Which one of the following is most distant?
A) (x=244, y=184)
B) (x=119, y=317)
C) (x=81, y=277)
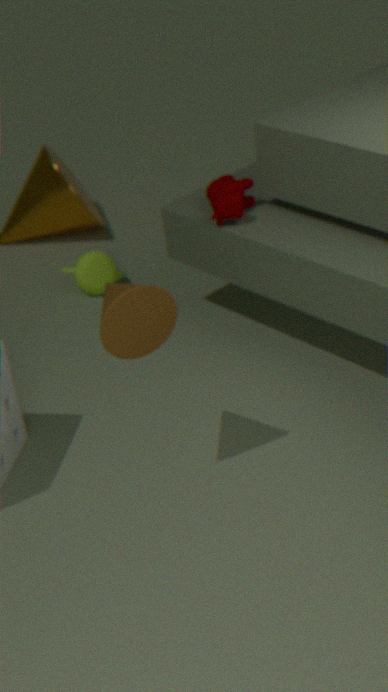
(x=81, y=277)
